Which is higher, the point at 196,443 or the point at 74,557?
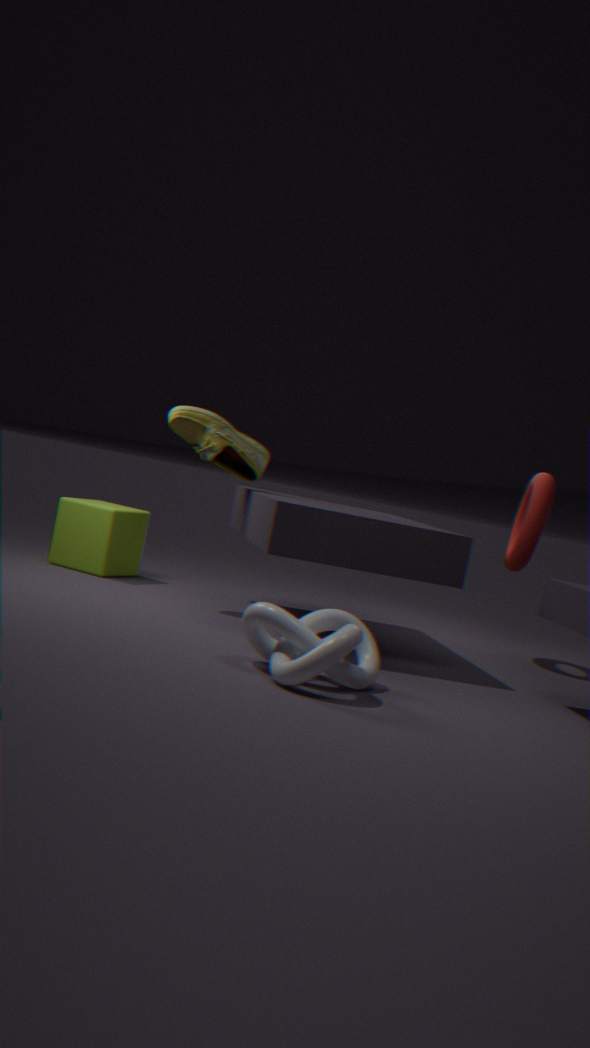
the point at 196,443
